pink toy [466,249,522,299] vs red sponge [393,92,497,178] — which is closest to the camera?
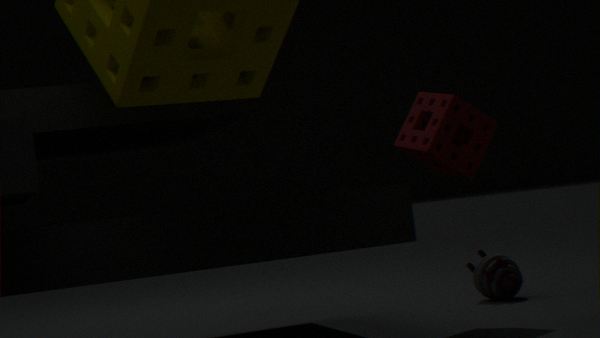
red sponge [393,92,497,178]
